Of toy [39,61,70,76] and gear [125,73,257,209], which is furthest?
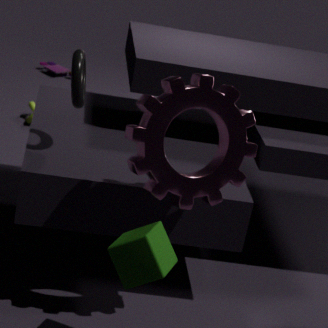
toy [39,61,70,76]
